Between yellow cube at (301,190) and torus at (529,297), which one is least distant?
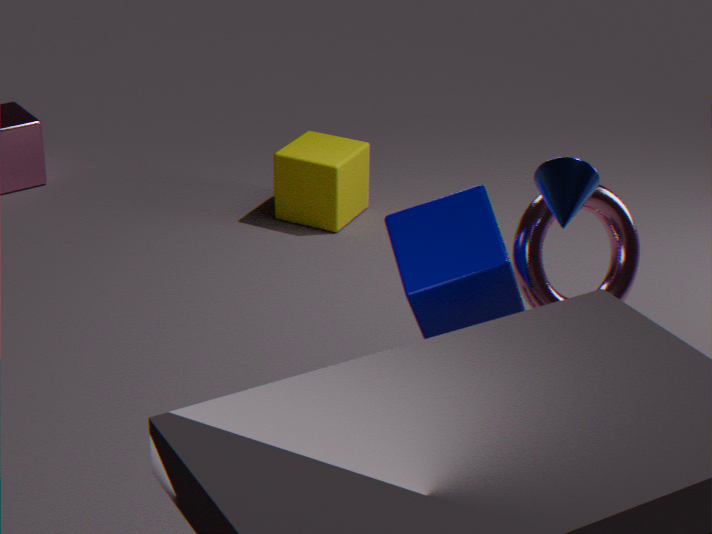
torus at (529,297)
